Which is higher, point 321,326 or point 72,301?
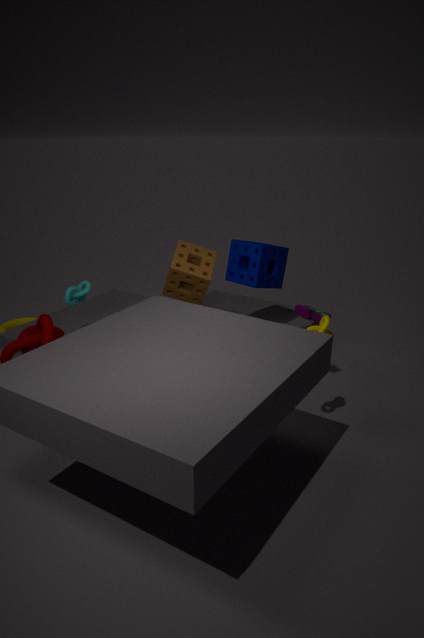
point 72,301
